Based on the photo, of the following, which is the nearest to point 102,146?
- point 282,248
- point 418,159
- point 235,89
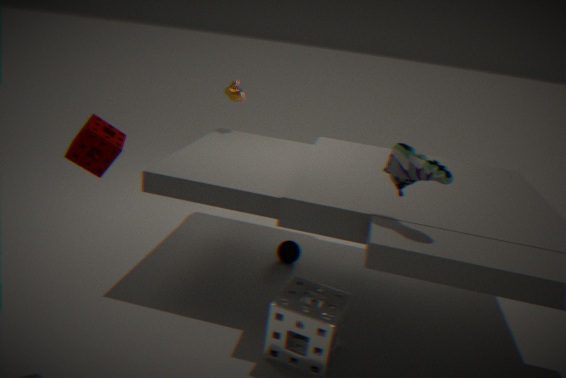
point 418,159
